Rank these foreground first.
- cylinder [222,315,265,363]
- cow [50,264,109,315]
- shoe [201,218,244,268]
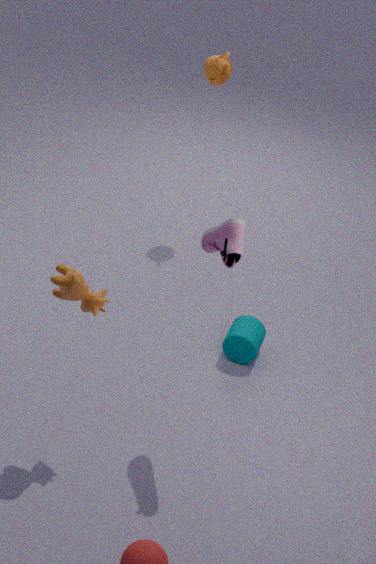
shoe [201,218,244,268]
cow [50,264,109,315]
cylinder [222,315,265,363]
